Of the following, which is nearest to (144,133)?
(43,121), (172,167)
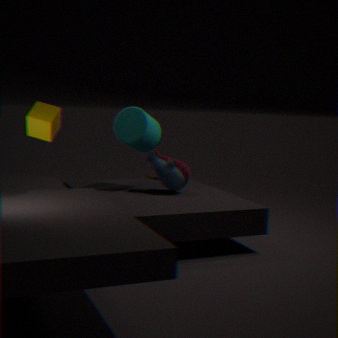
(172,167)
